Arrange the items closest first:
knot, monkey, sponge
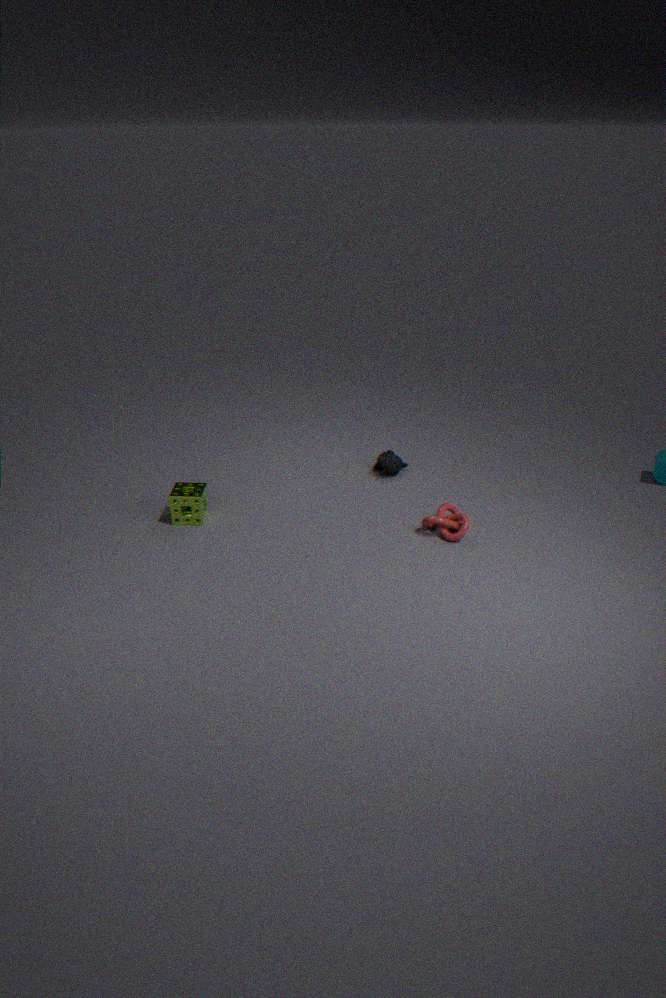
knot, sponge, monkey
